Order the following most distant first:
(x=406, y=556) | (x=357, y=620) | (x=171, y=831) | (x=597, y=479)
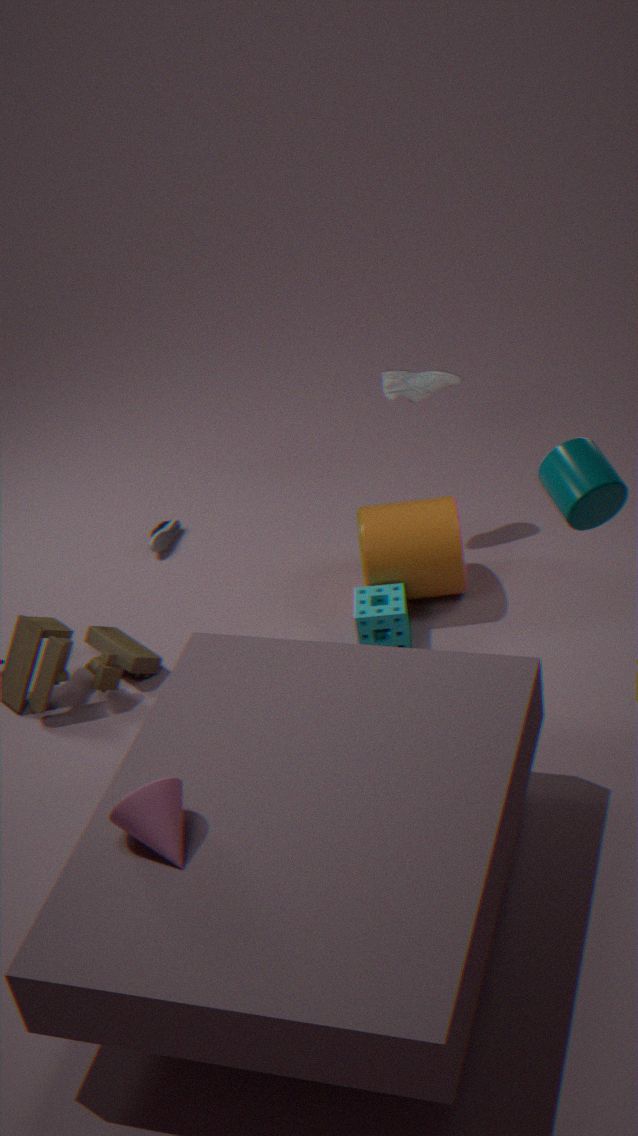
(x=406, y=556)
(x=357, y=620)
(x=171, y=831)
(x=597, y=479)
